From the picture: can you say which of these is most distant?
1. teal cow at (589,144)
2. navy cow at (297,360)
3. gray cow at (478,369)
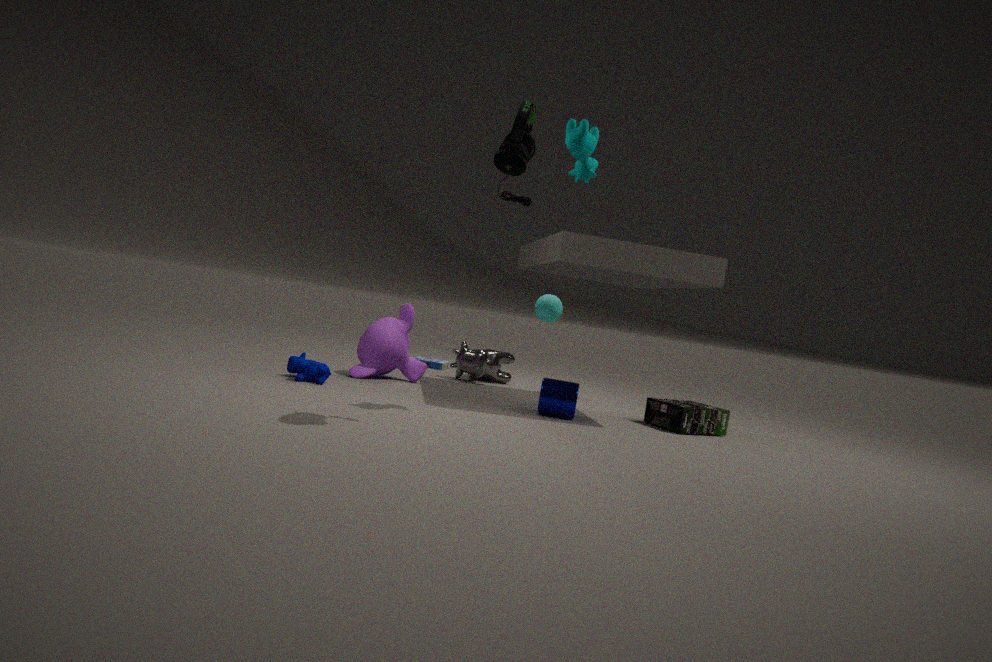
gray cow at (478,369)
